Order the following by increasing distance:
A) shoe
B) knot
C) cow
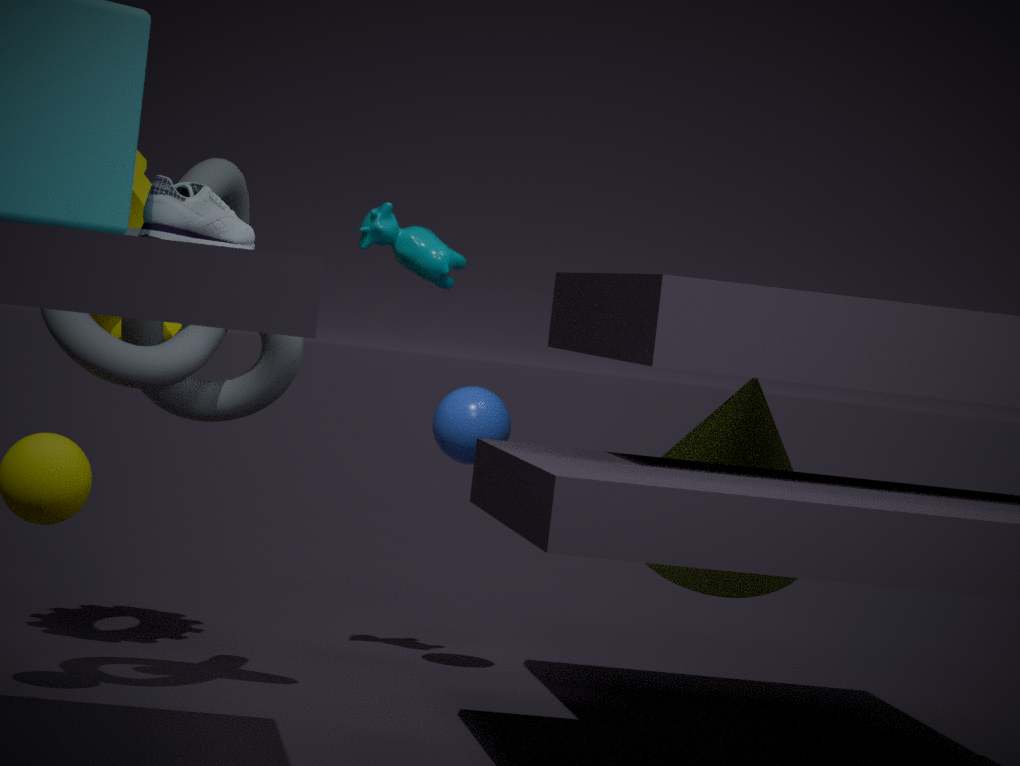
shoe < knot < cow
